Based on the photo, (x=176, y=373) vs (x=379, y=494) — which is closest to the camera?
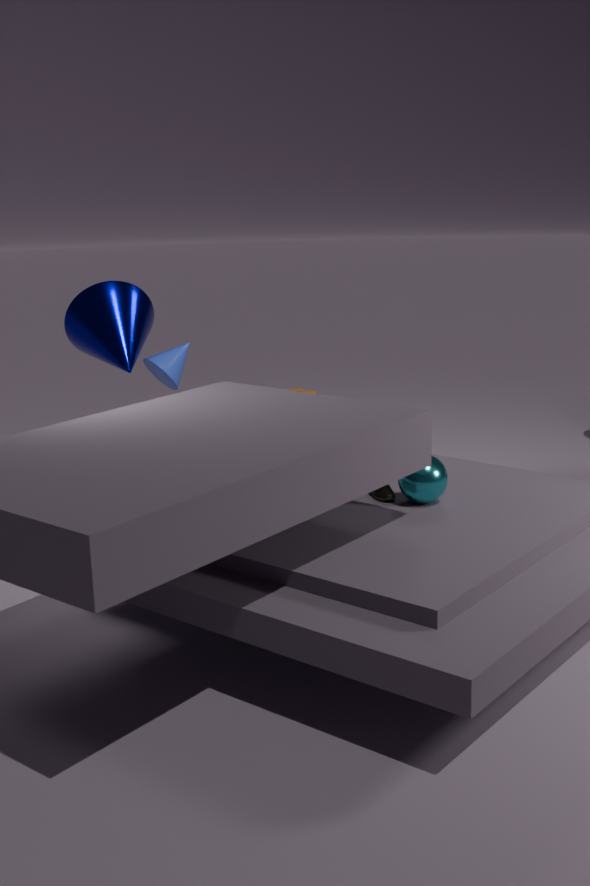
(x=379, y=494)
